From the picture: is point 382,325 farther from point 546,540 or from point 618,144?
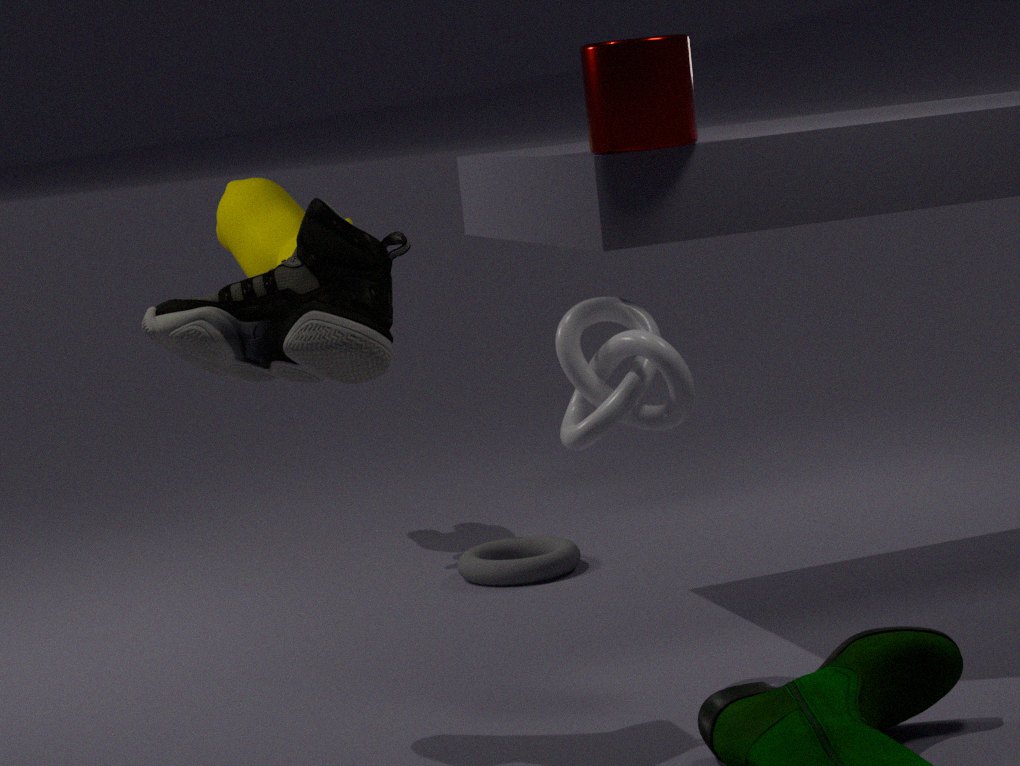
point 546,540
